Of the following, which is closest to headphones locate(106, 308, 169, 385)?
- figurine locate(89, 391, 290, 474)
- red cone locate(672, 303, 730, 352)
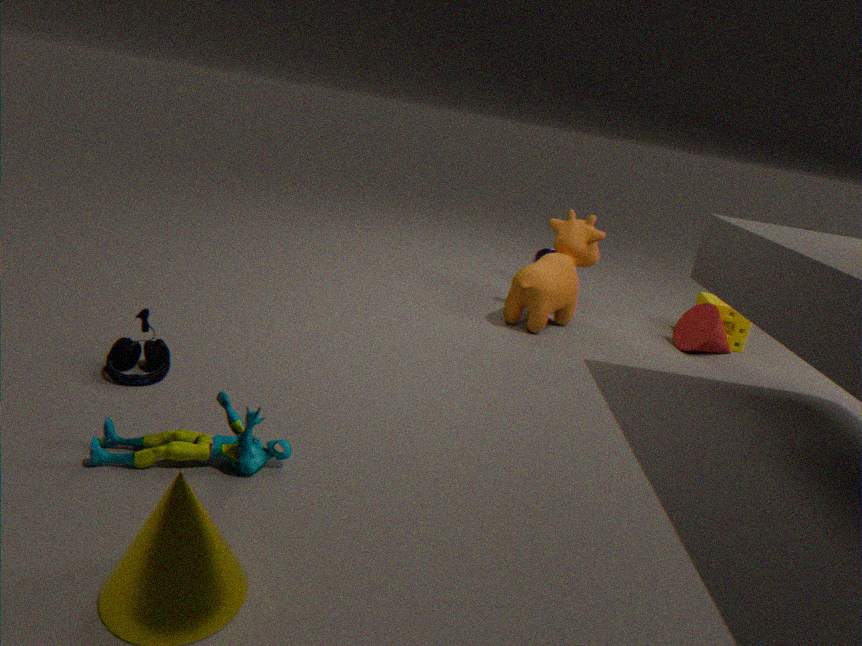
figurine locate(89, 391, 290, 474)
